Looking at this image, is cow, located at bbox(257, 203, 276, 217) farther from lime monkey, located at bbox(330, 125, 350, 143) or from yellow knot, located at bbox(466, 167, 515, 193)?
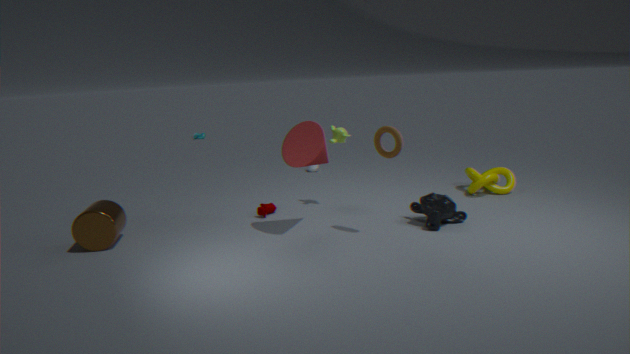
yellow knot, located at bbox(466, 167, 515, 193)
